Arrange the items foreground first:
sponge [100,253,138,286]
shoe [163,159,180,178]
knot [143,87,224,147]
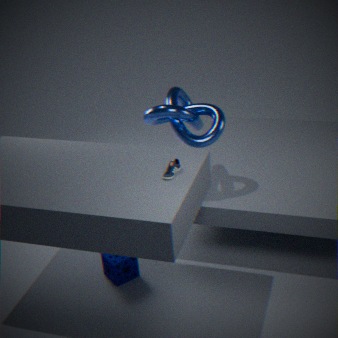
shoe [163,159,180,178]
knot [143,87,224,147]
sponge [100,253,138,286]
